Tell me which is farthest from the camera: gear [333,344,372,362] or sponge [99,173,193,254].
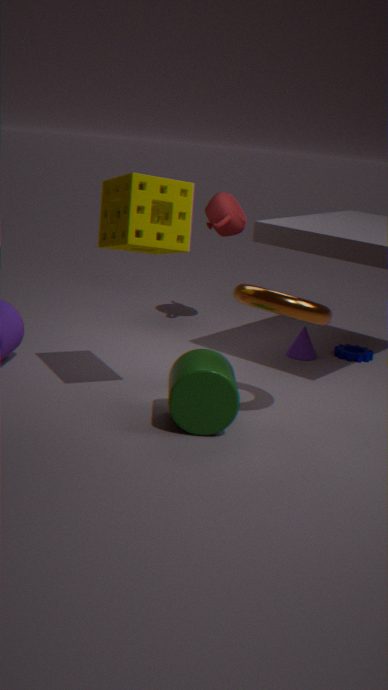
gear [333,344,372,362]
